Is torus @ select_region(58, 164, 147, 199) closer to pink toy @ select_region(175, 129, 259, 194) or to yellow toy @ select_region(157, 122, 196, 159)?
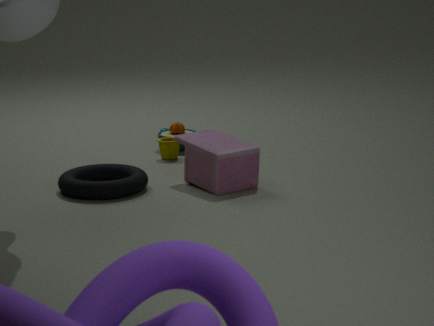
pink toy @ select_region(175, 129, 259, 194)
